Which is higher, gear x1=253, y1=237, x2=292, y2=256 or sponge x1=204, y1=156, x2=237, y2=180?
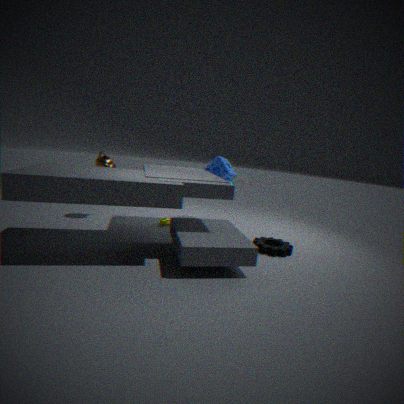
sponge x1=204, y1=156, x2=237, y2=180
